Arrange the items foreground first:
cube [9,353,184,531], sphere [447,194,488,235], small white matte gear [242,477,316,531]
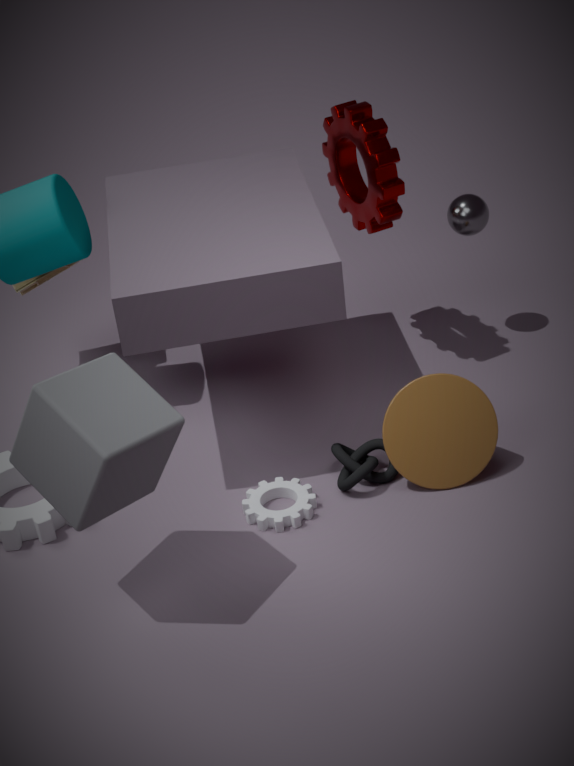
cube [9,353,184,531], small white matte gear [242,477,316,531], sphere [447,194,488,235]
